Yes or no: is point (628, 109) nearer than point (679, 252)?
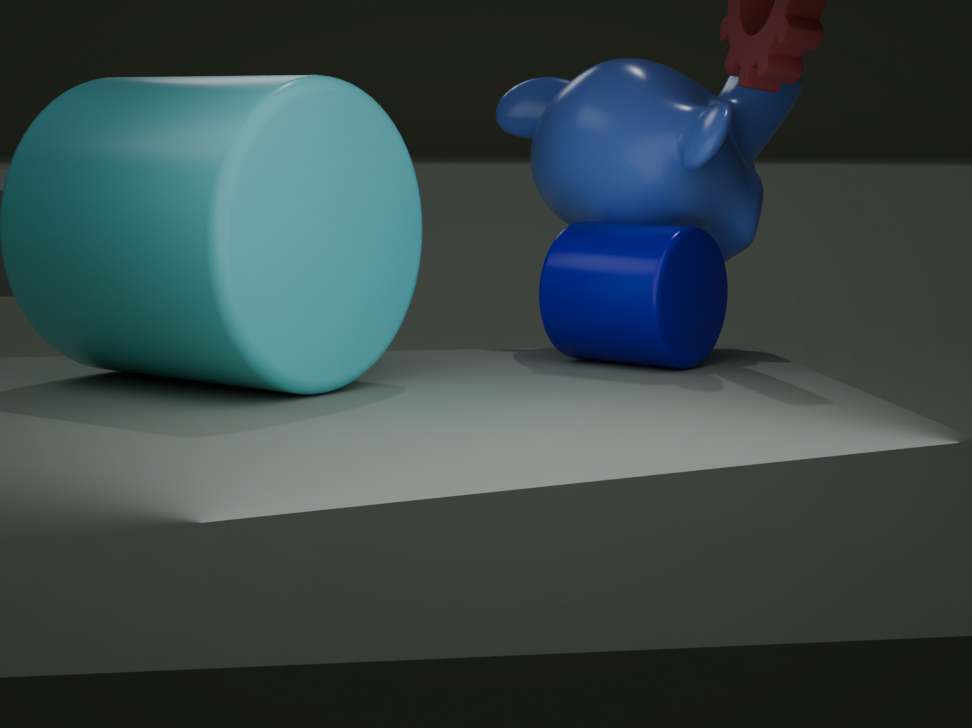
No
